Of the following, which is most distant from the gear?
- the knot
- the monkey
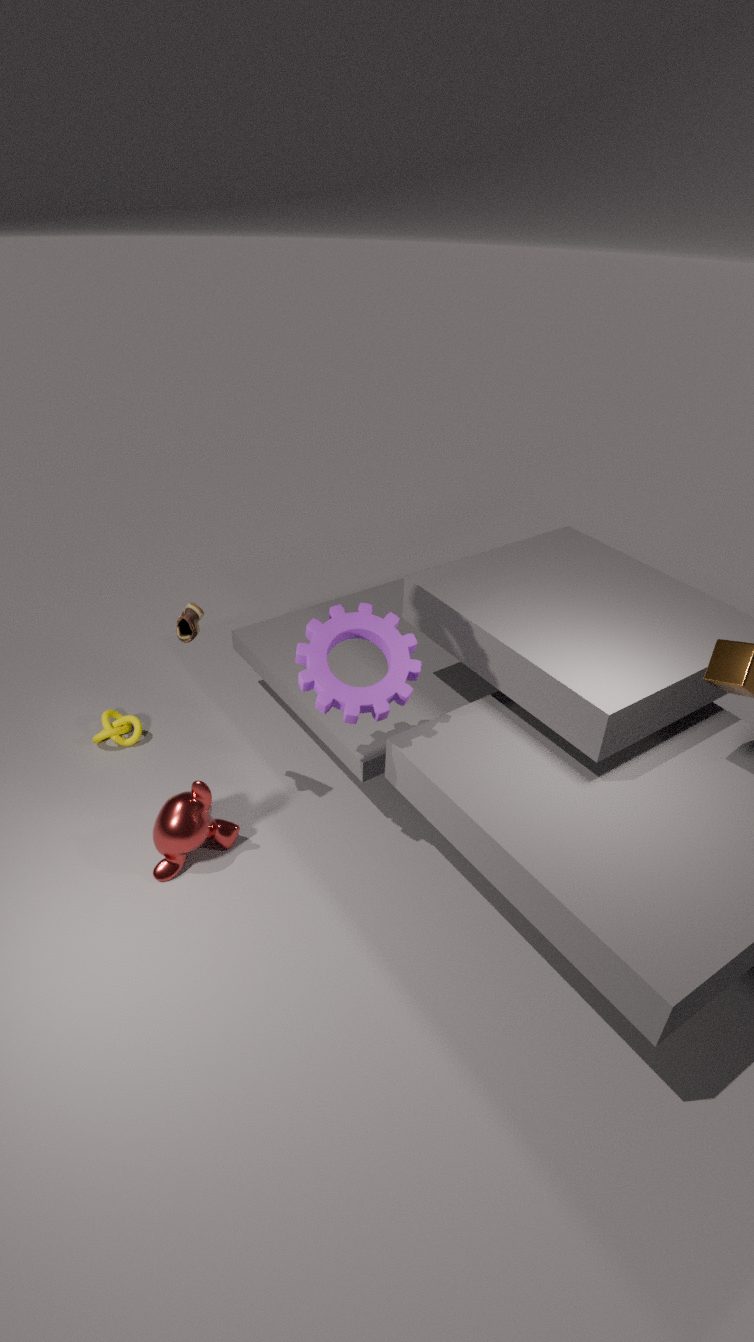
the knot
